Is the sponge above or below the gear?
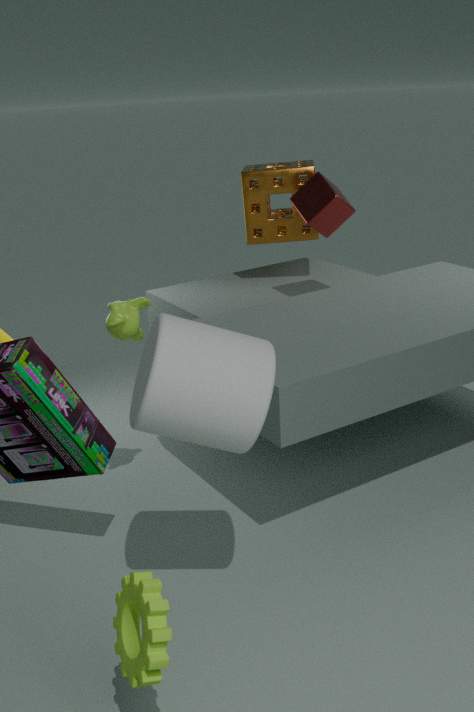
above
